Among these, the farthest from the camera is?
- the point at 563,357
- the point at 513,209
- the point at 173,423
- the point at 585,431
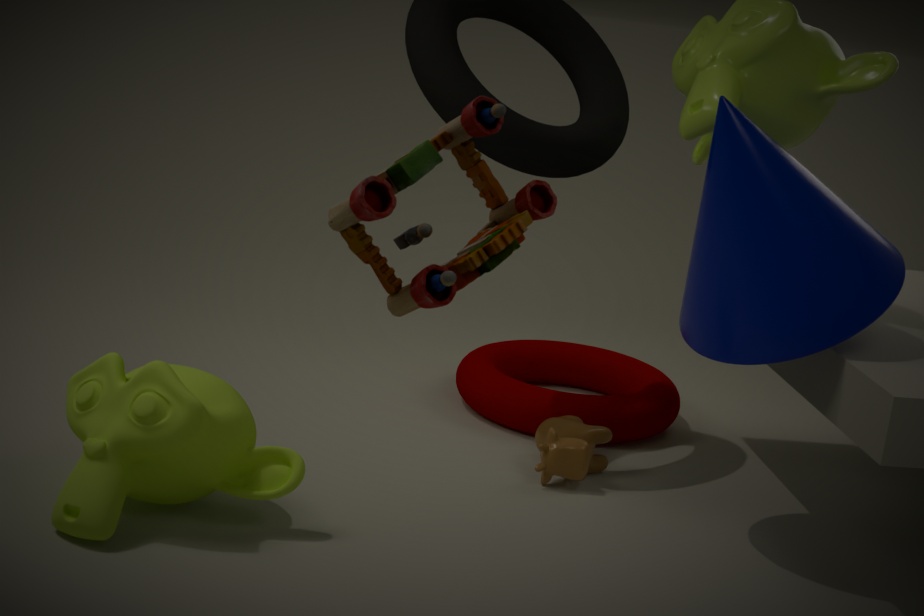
the point at 563,357
